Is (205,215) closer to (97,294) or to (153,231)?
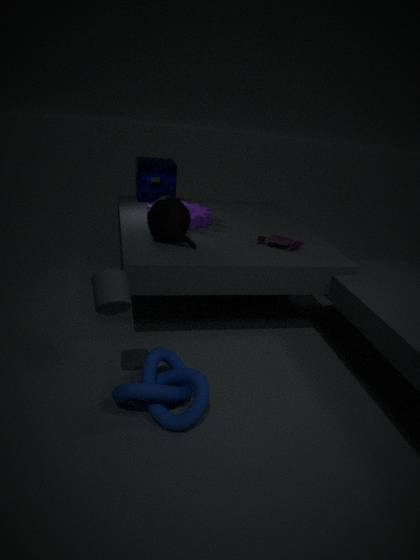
(153,231)
